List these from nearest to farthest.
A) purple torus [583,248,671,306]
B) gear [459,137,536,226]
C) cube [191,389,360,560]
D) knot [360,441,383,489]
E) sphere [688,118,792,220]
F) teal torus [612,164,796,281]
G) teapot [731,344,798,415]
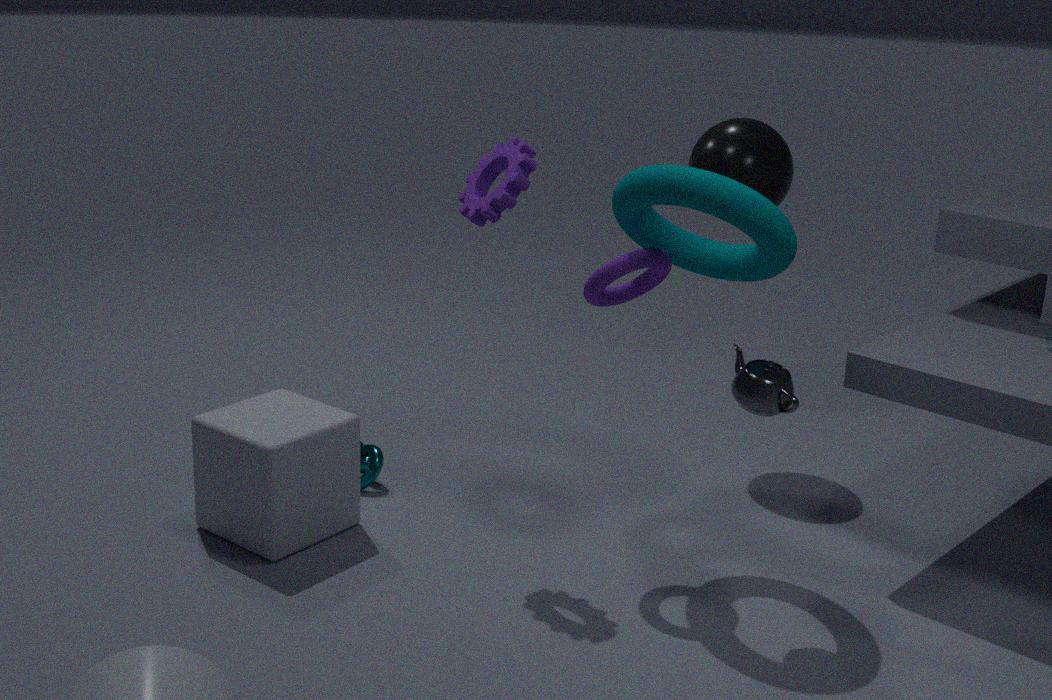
teapot [731,344,798,415]
teal torus [612,164,796,281]
purple torus [583,248,671,306]
gear [459,137,536,226]
cube [191,389,360,560]
knot [360,441,383,489]
sphere [688,118,792,220]
